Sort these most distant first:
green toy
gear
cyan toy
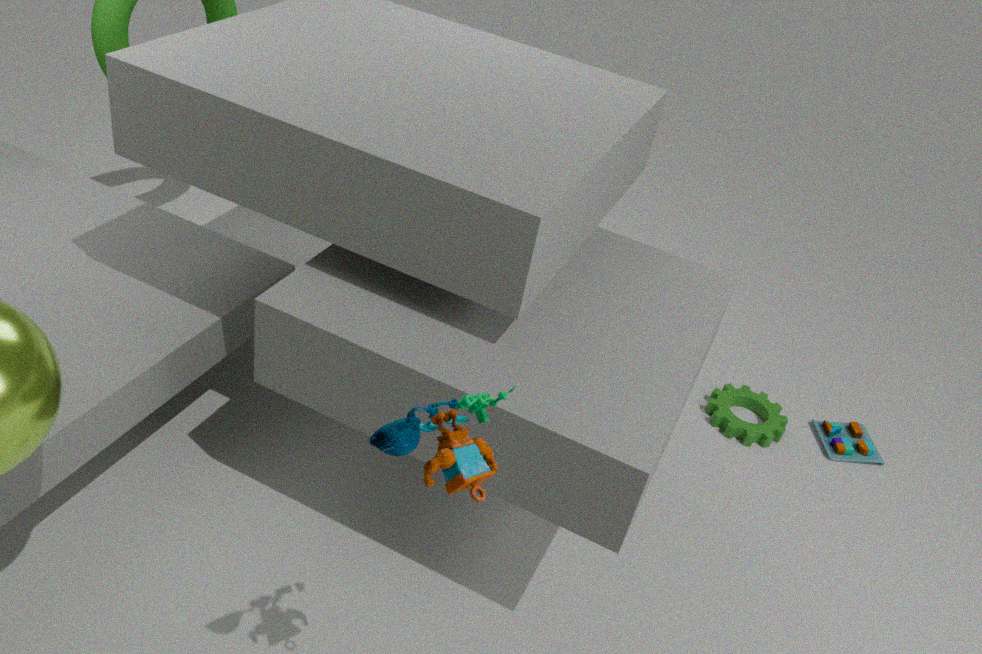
cyan toy
gear
green toy
